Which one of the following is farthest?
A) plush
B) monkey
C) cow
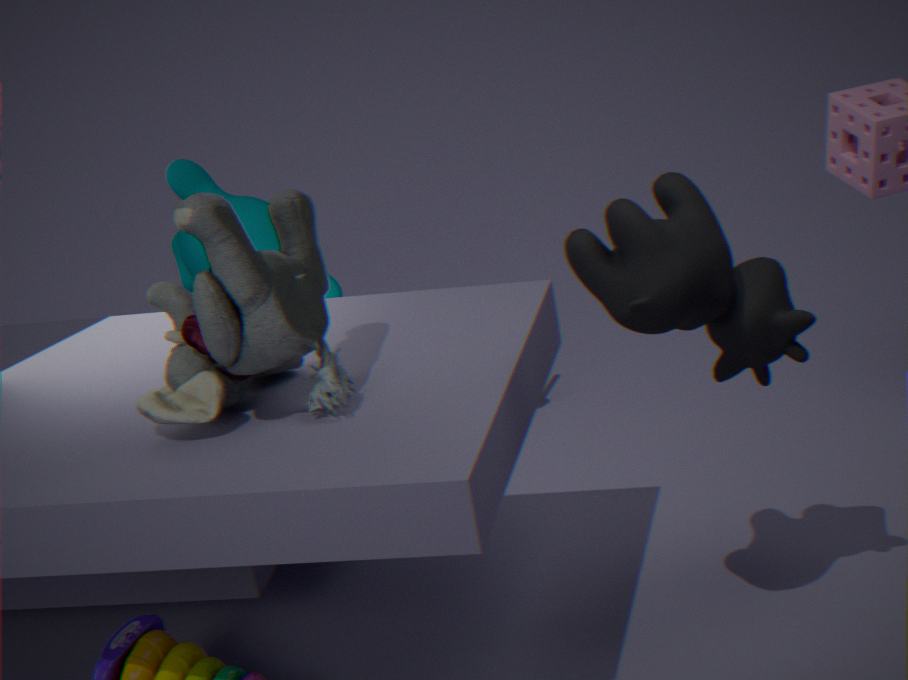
monkey
